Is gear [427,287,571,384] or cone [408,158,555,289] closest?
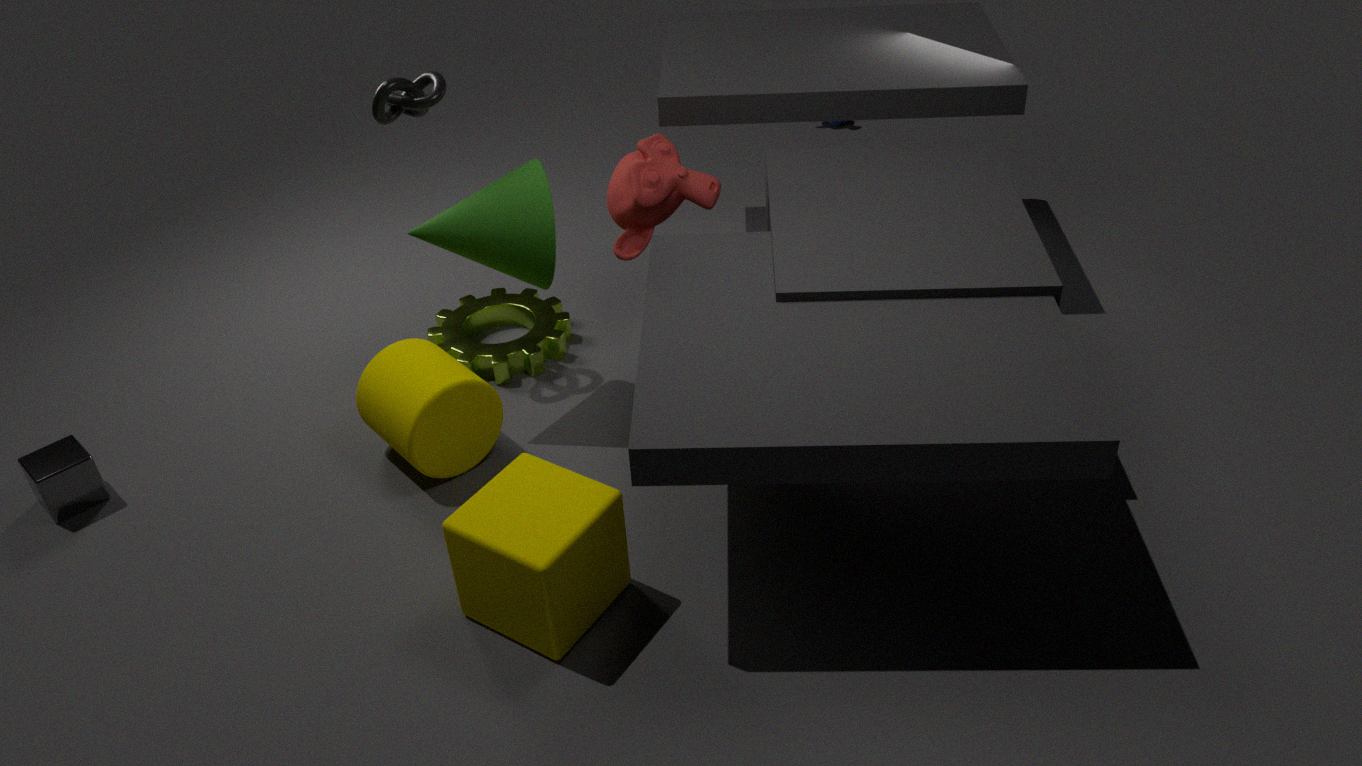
cone [408,158,555,289]
